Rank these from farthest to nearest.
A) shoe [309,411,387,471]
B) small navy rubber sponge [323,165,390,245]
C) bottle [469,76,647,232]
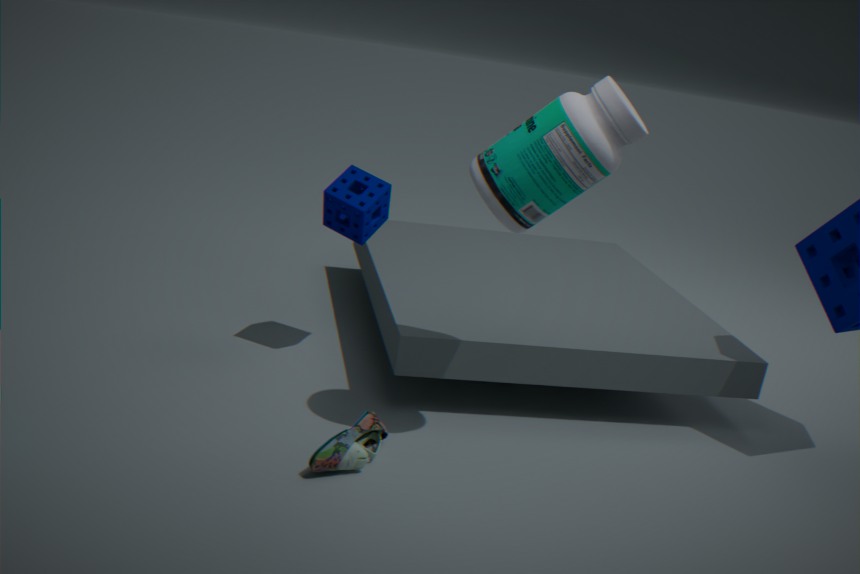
small navy rubber sponge [323,165,390,245], shoe [309,411,387,471], bottle [469,76,647,232]
